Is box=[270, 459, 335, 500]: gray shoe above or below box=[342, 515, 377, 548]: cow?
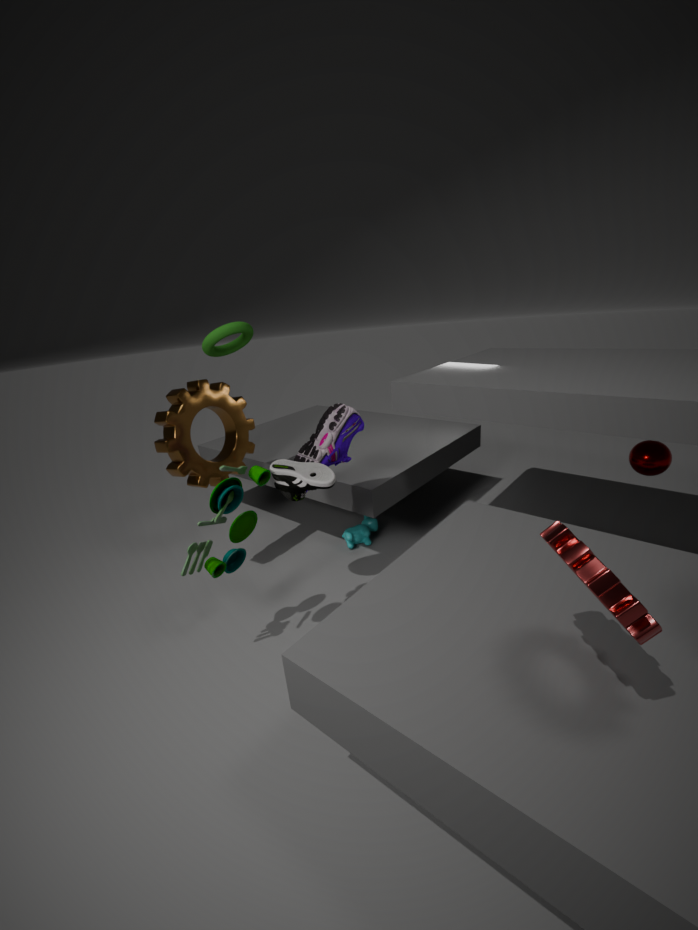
above
